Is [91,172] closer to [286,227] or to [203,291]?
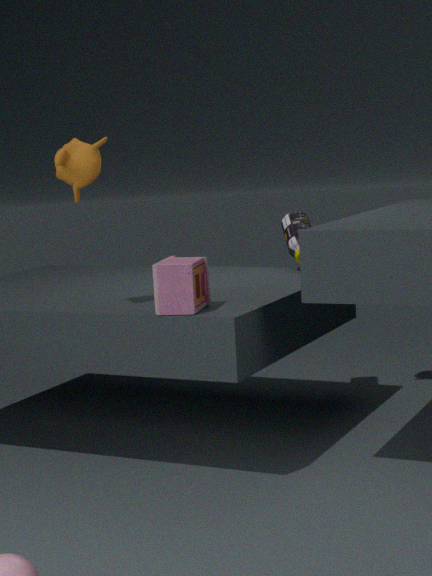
[203,291]
